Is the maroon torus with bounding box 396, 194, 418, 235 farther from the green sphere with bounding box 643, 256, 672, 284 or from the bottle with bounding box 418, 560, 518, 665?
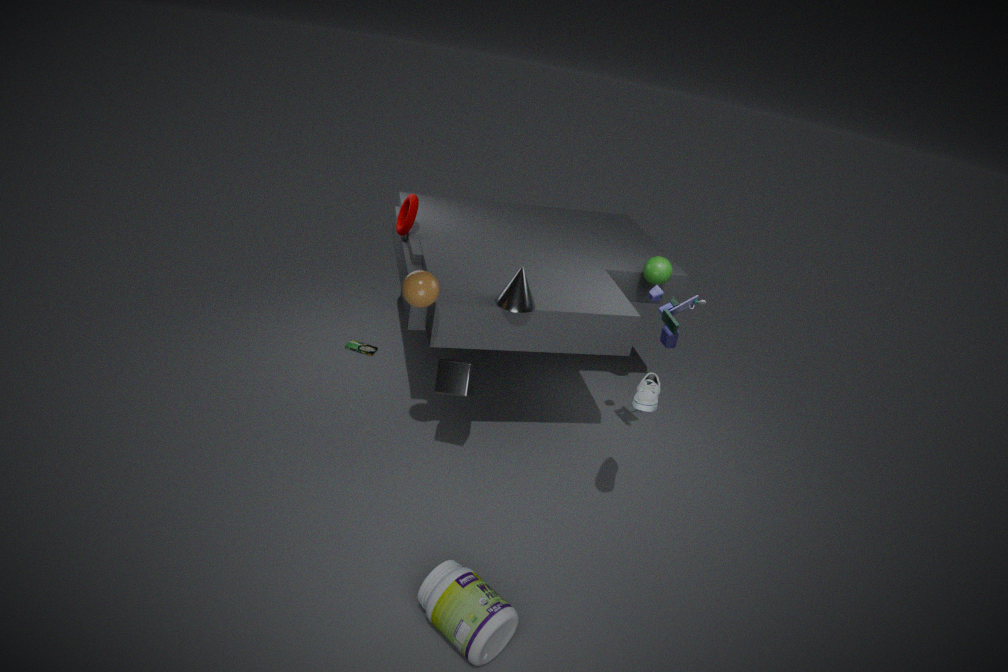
the bottle with bounding box 418, 560, 518, 665
